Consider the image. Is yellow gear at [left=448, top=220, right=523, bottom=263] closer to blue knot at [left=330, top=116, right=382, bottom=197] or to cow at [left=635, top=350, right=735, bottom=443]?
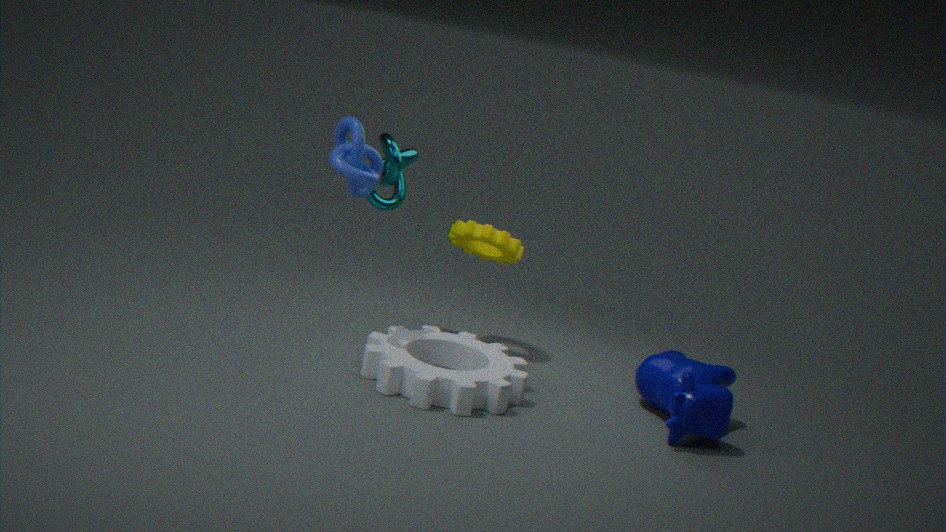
blue knot at [left=330, top=116, right=382, bottom=197]
